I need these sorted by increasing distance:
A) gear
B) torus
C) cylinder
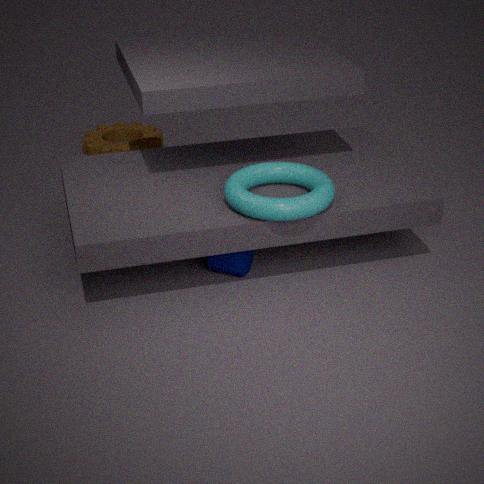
B. torus
C. cylinder
A. gear
